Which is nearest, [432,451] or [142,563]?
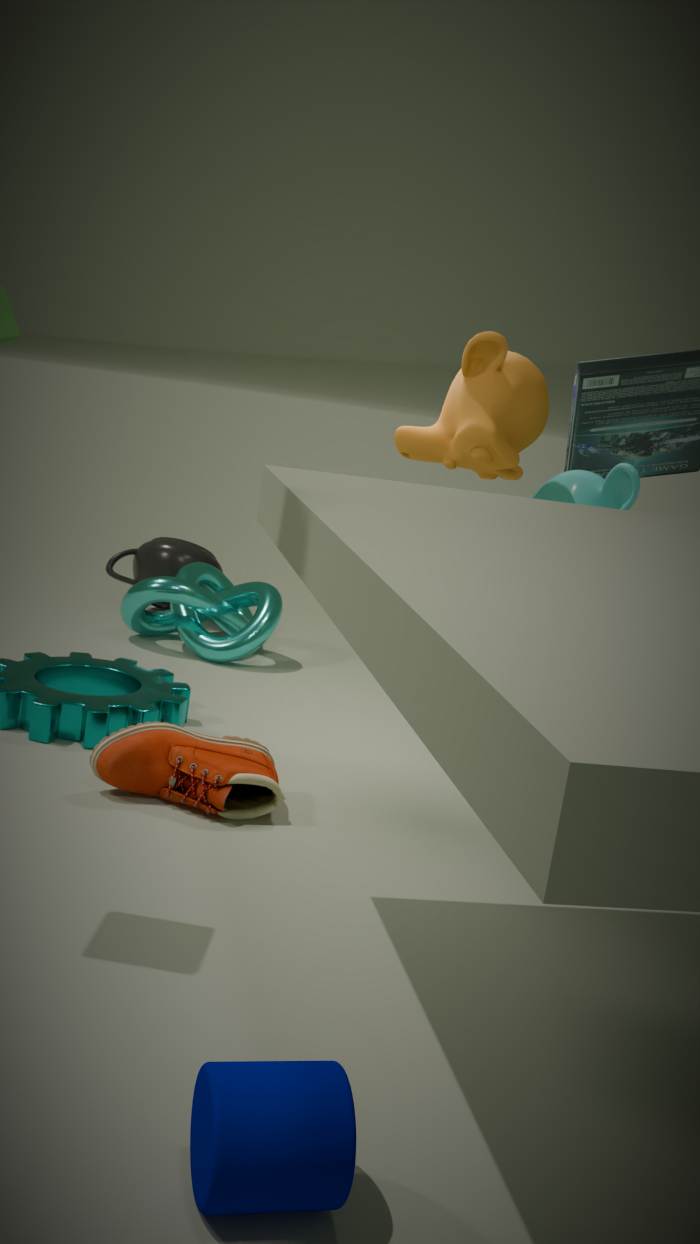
[432,451]
